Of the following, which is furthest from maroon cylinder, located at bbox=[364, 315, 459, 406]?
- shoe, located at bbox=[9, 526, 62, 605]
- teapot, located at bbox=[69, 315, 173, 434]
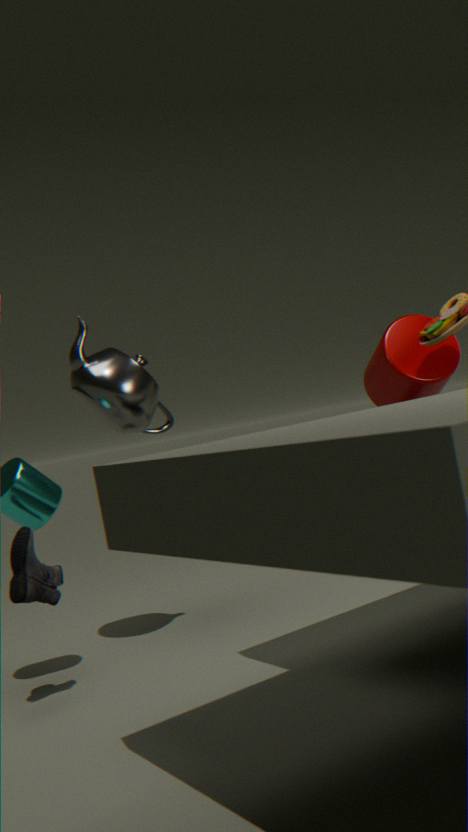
shoe, located at bbox=[9, 526, 62, 605]
